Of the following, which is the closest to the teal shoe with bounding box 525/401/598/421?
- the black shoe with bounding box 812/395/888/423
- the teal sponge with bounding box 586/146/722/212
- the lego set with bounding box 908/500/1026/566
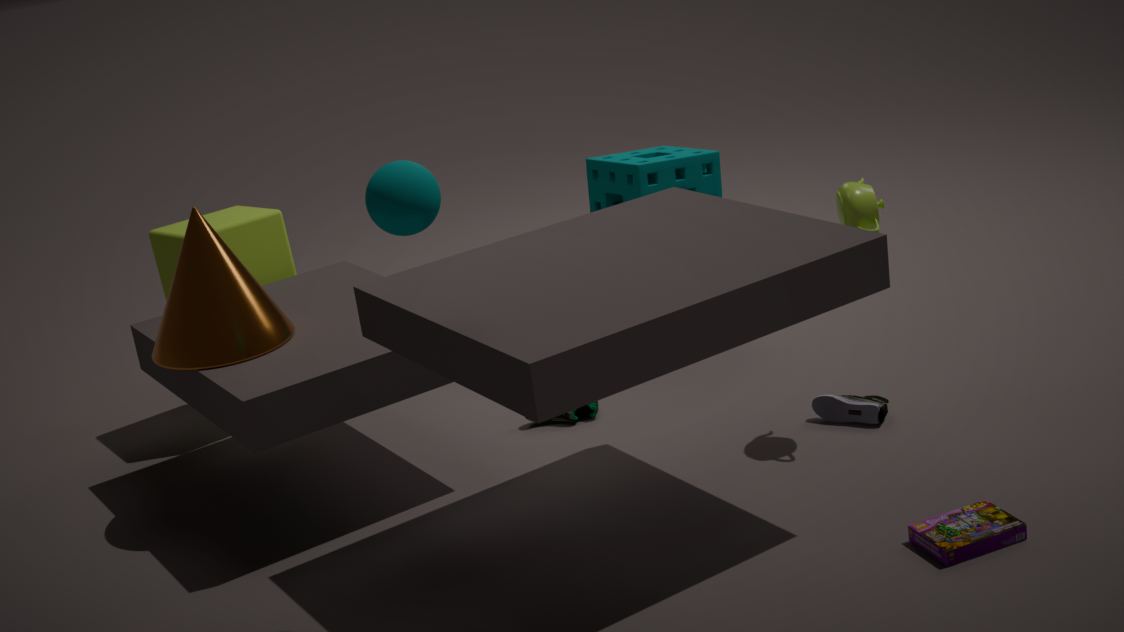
the teal sponge with bounding box 586/146/722/212
